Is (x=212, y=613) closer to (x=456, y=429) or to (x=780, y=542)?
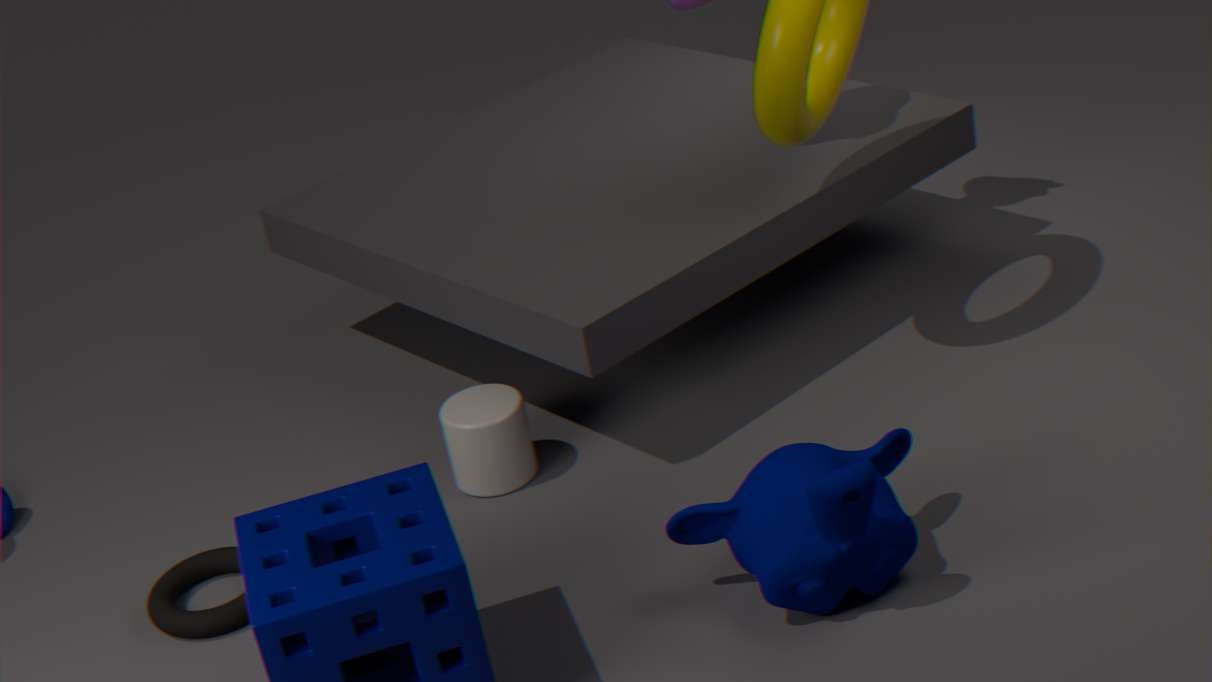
(x=456, y=429)
